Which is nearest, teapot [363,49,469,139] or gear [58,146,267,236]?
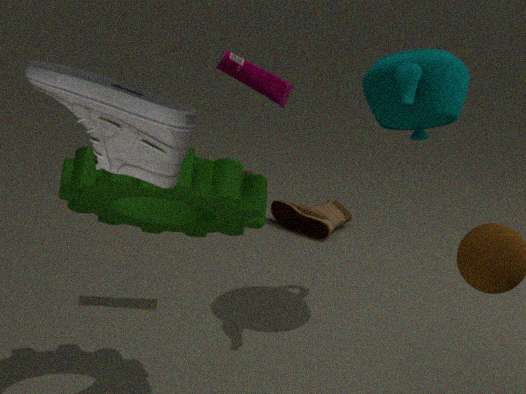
gear [58,146,267,236]
